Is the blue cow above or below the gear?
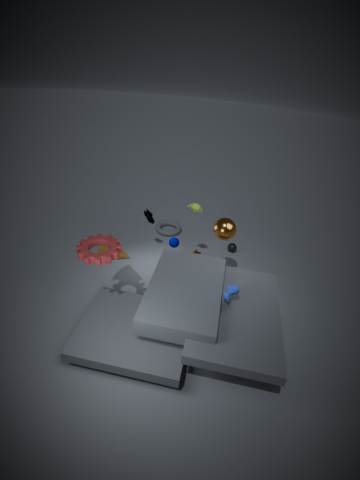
below
